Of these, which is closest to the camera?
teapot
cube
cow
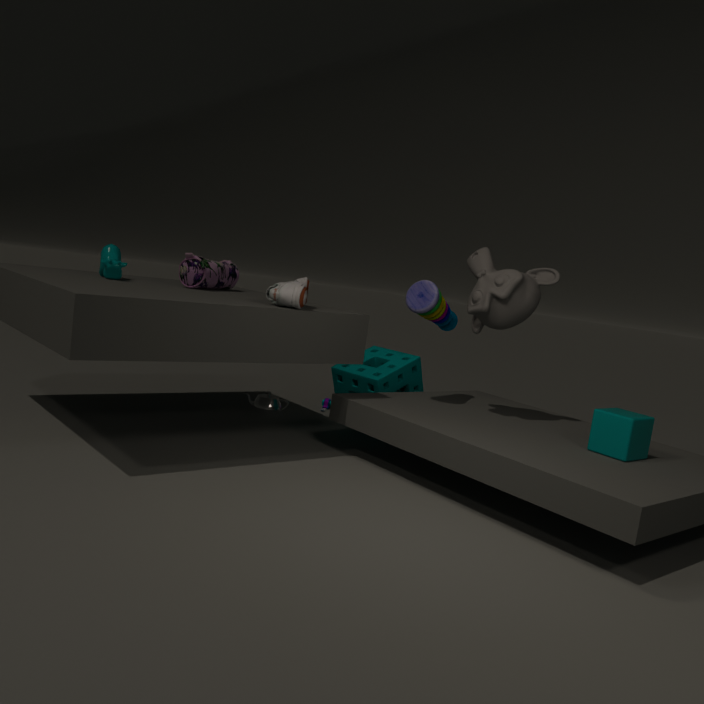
cube
